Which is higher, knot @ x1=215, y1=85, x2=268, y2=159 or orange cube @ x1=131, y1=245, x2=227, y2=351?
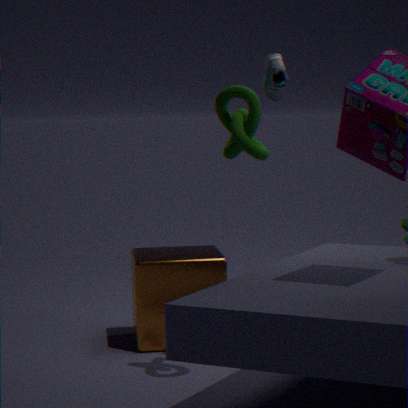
knot @ x1=215, y1=85, x2=268, y2=159
